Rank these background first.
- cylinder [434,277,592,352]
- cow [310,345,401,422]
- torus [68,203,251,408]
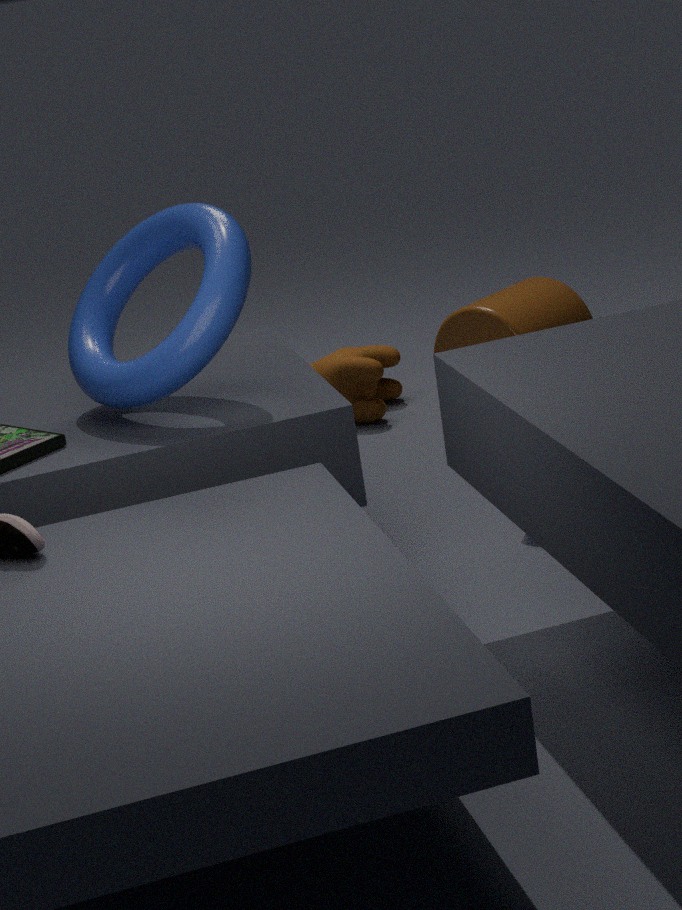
cow [310,345,401,422] < cylinder [434,277,592,352] < torus [68,203,251,408]
